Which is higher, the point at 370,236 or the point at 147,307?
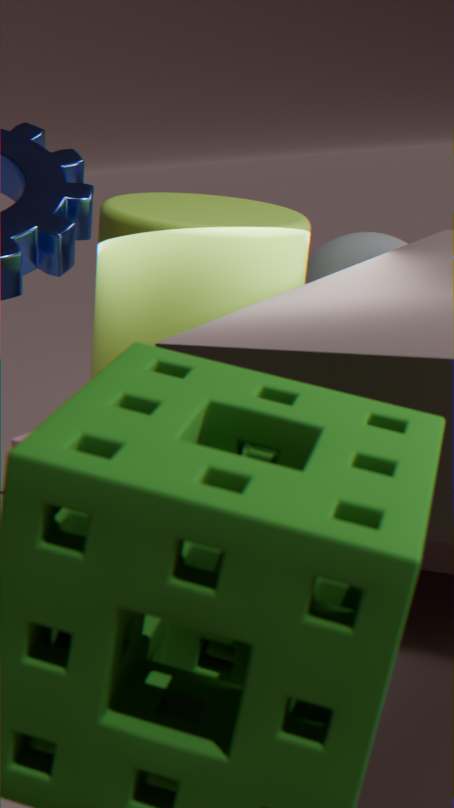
the point at 147,307
